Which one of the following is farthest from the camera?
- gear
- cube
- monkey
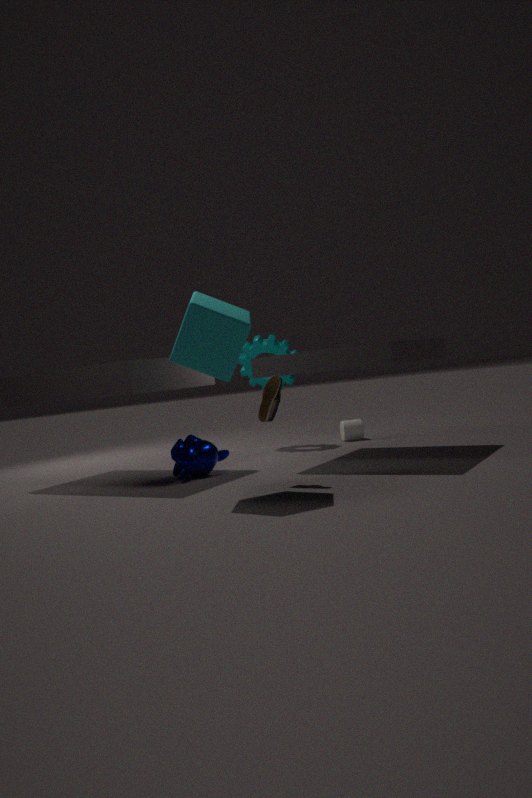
gear
